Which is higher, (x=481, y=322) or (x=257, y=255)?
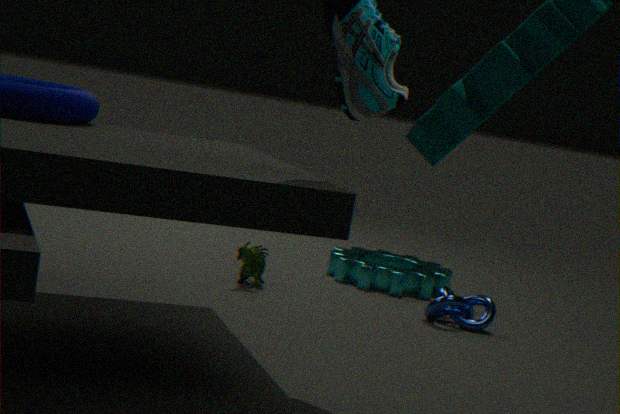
(x=257, y=255)
